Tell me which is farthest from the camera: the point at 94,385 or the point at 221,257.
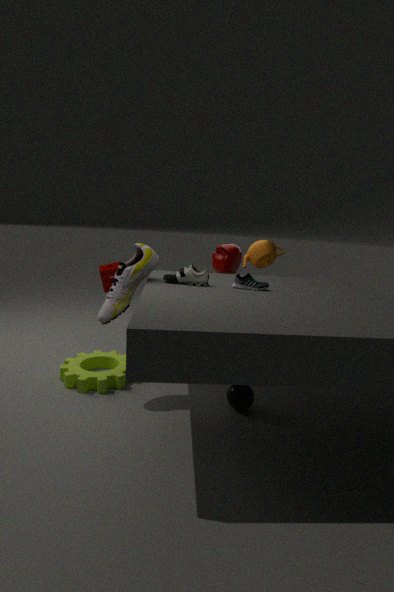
the point at 221,257
